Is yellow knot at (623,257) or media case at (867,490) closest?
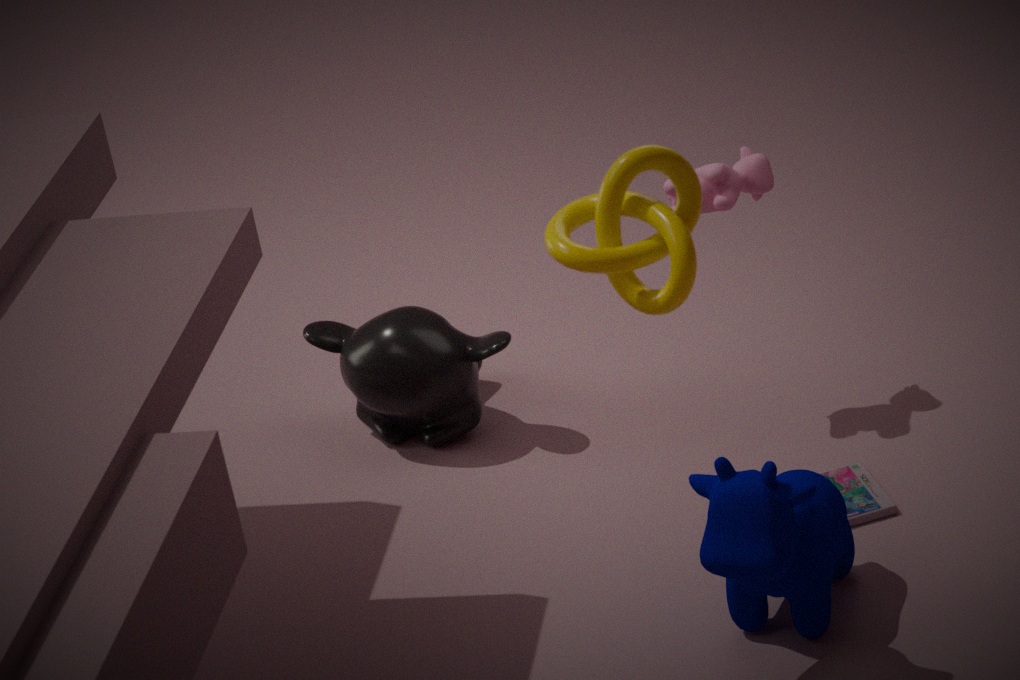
yellow knot at (623,257)
